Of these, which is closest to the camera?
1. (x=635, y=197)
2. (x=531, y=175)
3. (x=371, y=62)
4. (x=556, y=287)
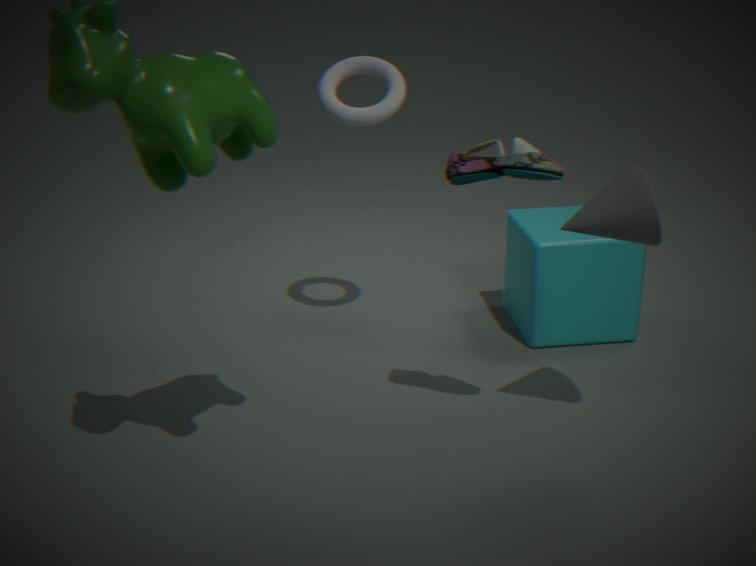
(x=531, y=175)
